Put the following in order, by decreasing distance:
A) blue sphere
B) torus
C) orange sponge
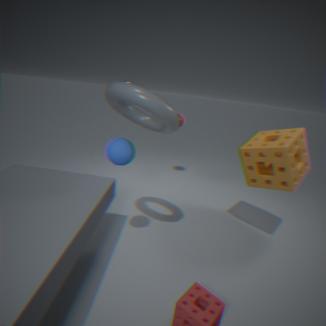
orange sponge, blue sphere, torus
